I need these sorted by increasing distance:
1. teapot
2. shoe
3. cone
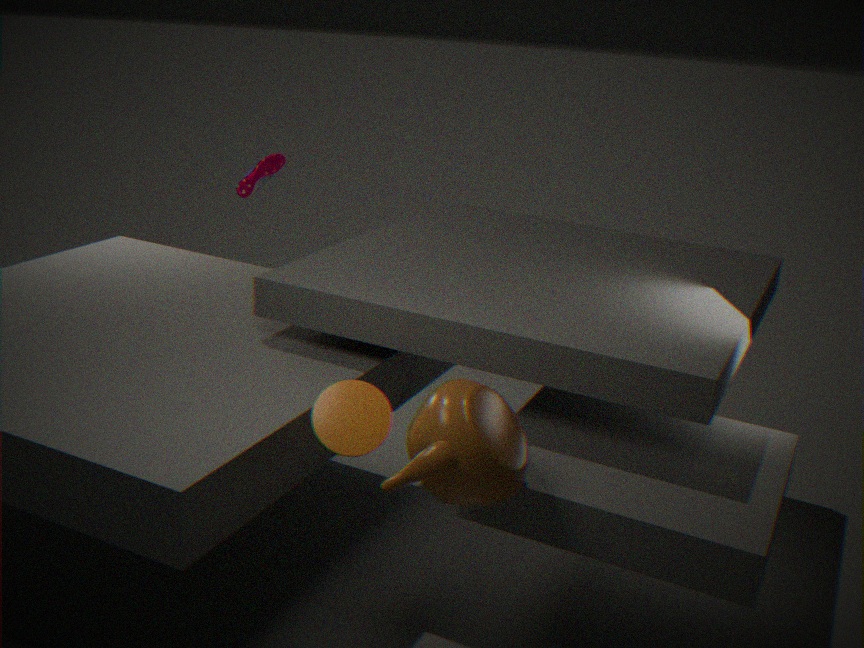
1. teapot
2. cone
3. shoe
